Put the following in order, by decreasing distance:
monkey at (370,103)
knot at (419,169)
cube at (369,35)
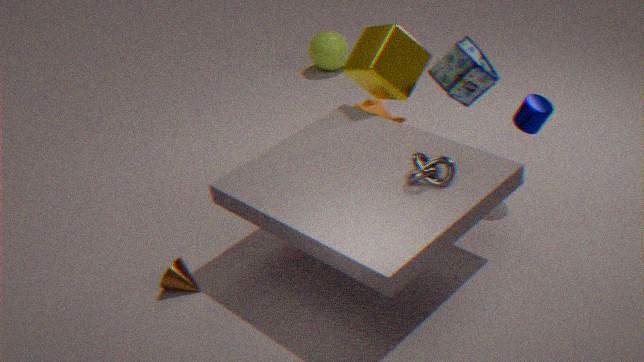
monkey at (370,103), cube at (369,35), knot at (419,169)
